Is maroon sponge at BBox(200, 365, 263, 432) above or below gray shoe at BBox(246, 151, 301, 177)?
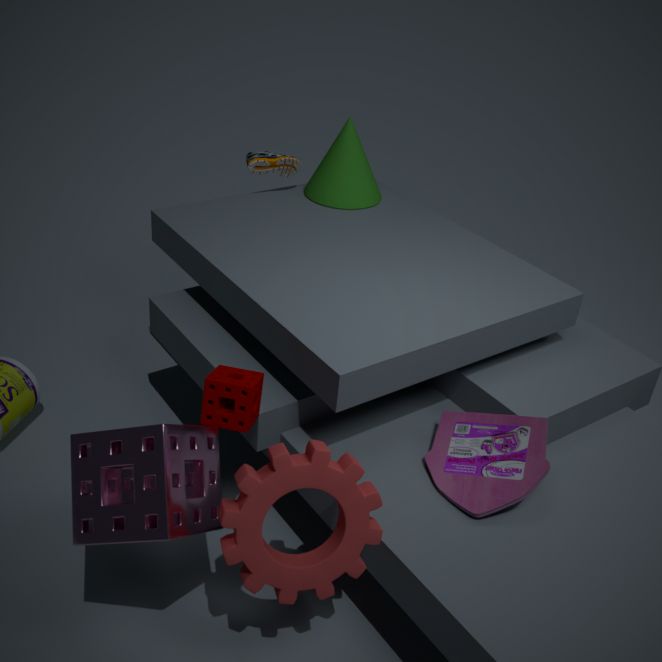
below
